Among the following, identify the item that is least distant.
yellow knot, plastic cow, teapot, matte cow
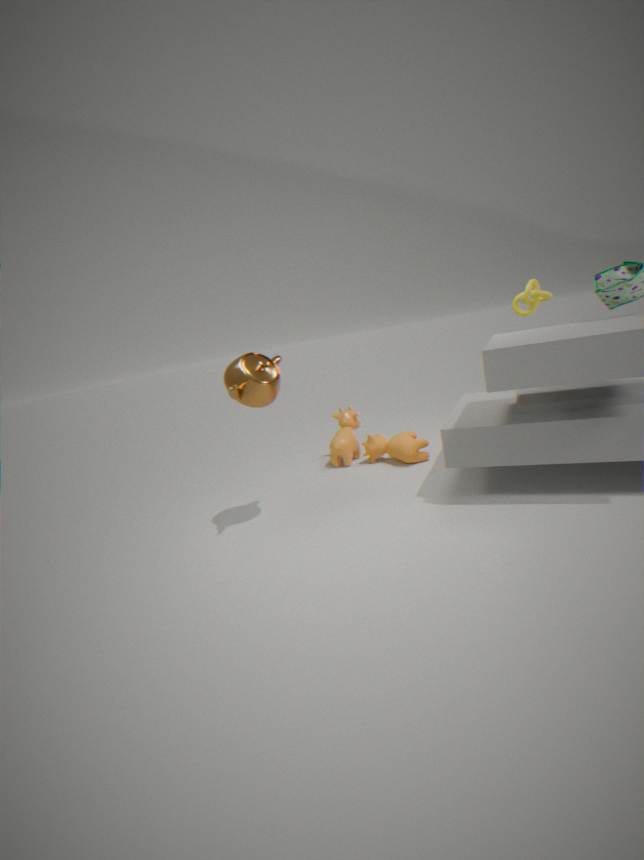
teapot
